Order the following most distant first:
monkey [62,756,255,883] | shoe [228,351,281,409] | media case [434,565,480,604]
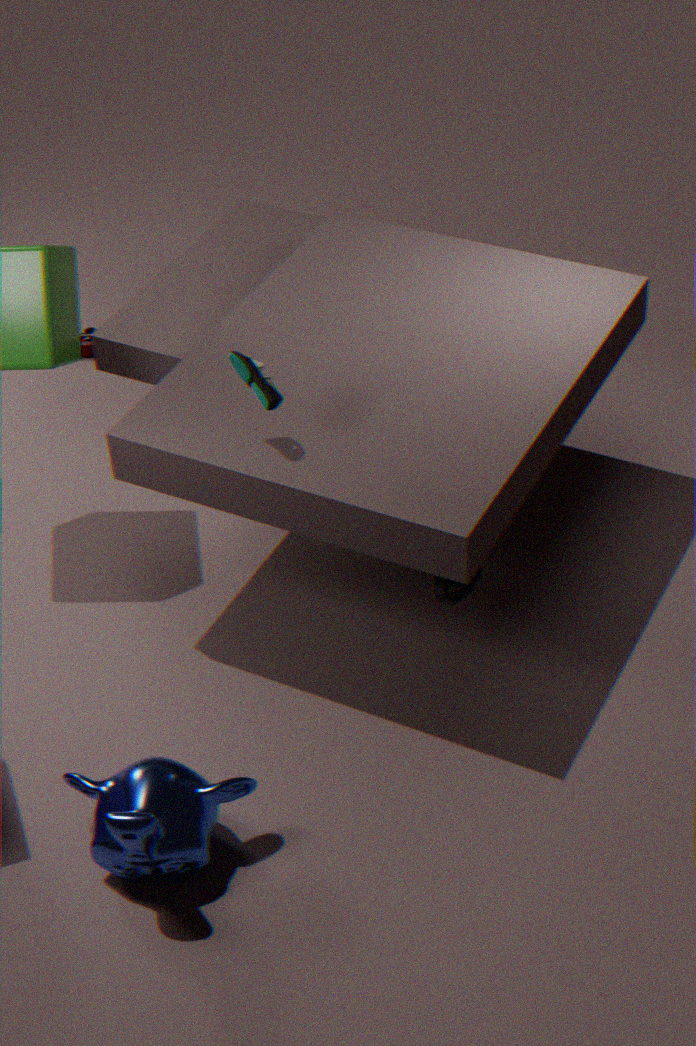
media case [434,565,480,604], shoe [228,351,281,409], monkey [62,756,255,883]
